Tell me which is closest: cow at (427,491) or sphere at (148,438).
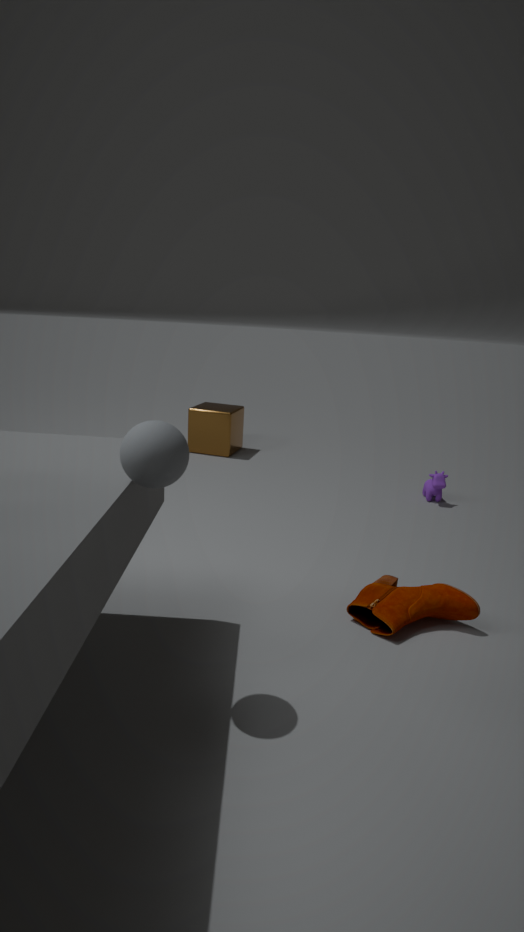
sphere at (148,438)
